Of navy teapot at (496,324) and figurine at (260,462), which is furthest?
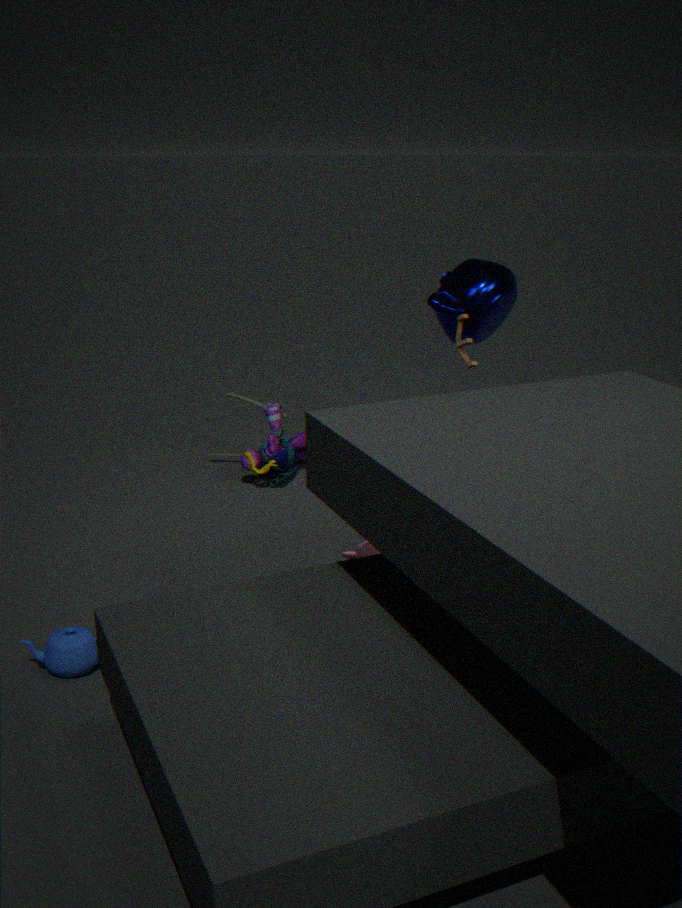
figurine at (260,462)
